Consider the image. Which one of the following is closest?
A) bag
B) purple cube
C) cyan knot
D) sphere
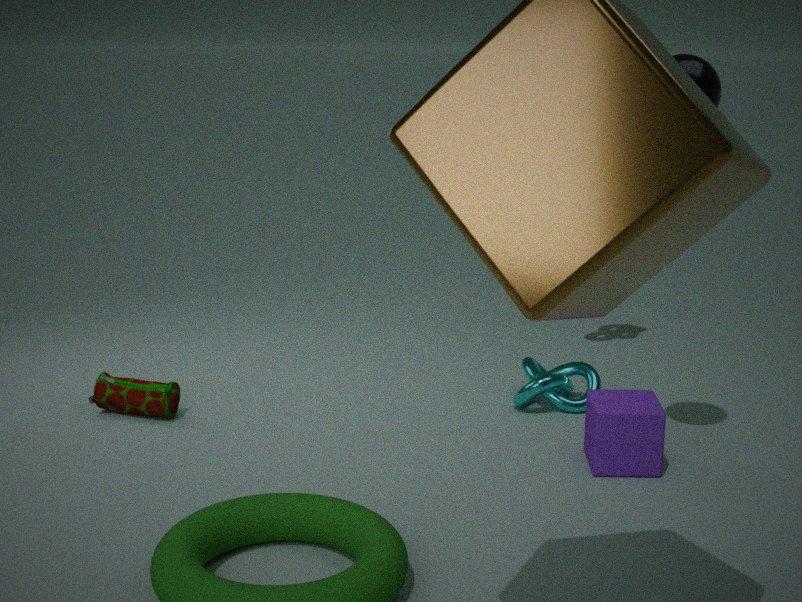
sphere
